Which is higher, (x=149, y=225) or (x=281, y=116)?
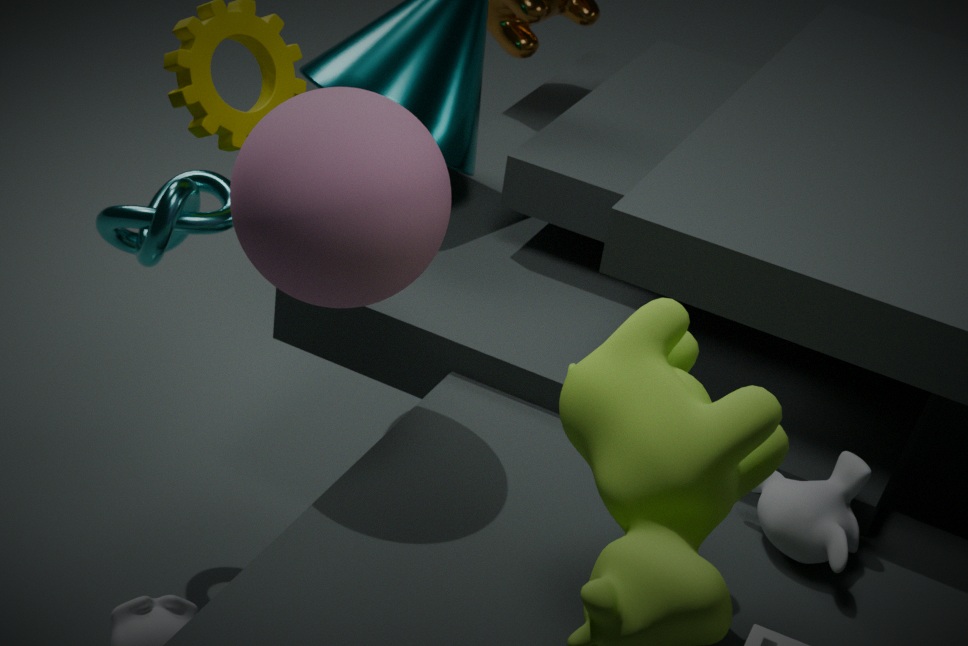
(x=281, y=116)
